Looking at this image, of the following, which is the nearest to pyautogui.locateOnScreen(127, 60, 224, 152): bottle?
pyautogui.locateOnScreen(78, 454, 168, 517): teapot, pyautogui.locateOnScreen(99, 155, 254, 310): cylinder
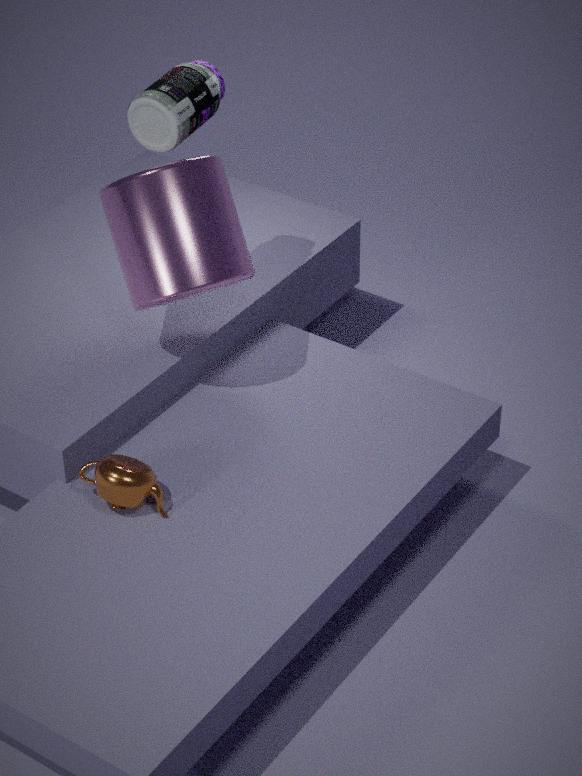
pyautogui.locateOnScreen(99, 155, 254, 310): cylinder
